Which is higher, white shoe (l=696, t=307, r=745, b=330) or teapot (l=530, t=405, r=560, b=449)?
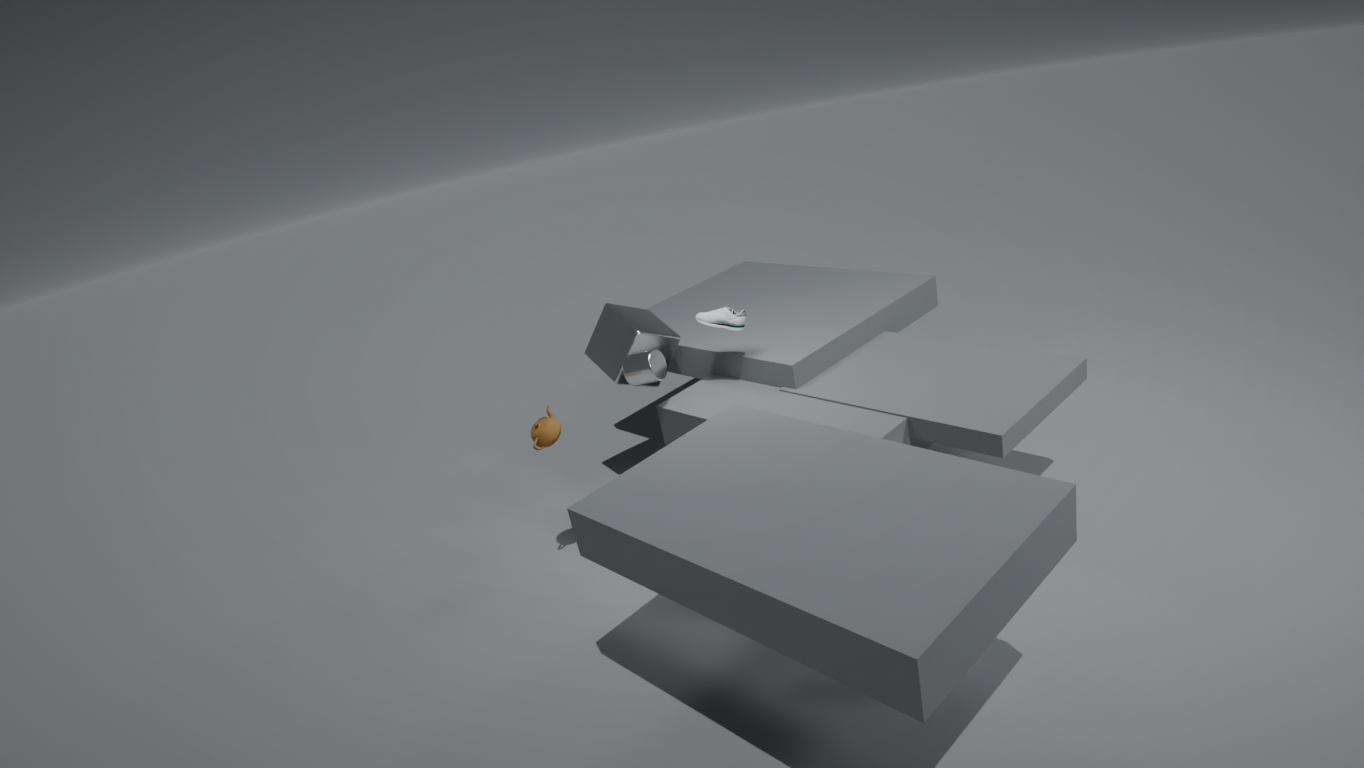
white shoe (l=696, t=307, r=745, b=330)
